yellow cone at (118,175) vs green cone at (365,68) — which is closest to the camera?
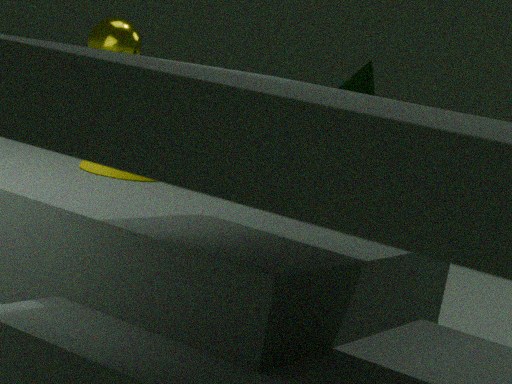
yellow cone at (118,175)
